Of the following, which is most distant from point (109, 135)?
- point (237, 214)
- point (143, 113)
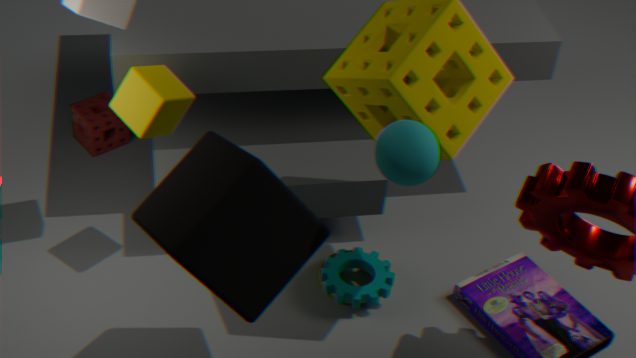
point (237, 214)
